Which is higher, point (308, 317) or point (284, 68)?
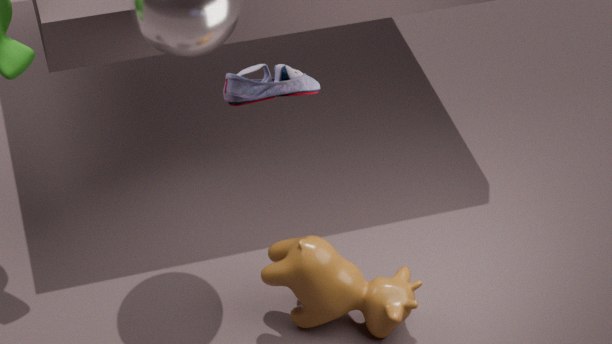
point (284, 68)
